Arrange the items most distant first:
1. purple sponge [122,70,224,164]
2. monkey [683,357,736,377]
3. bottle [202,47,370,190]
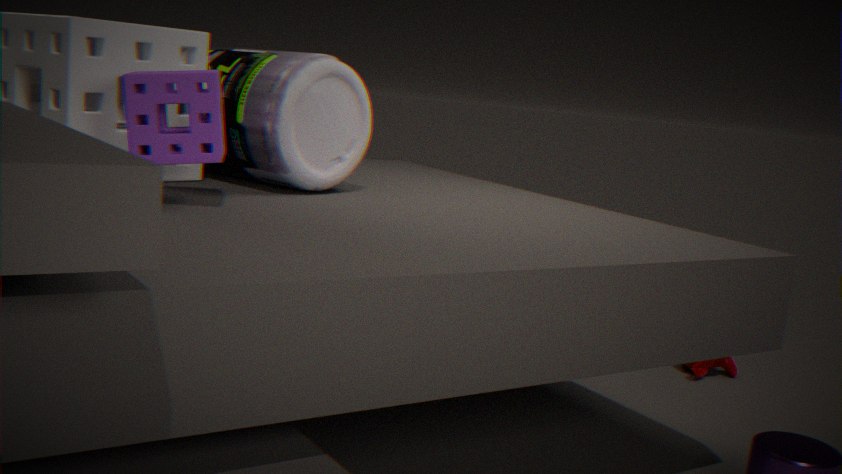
monkey [683,357,736,377] < bottle [202,47,370,190] < purple sponge [122,70,224,164]
